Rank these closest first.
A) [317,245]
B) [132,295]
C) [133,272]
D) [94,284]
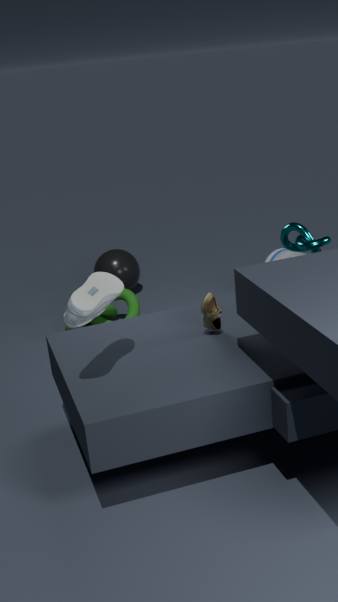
[94,284] → [317,245] → [132,295] → [133,272]
